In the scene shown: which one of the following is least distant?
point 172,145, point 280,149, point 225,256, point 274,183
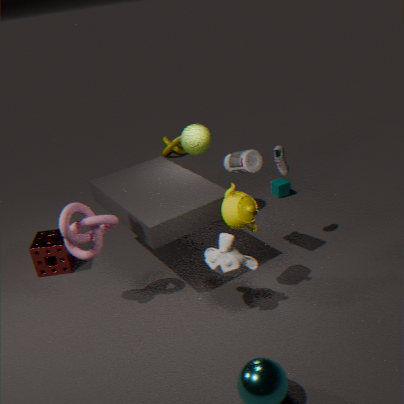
point 225,256
